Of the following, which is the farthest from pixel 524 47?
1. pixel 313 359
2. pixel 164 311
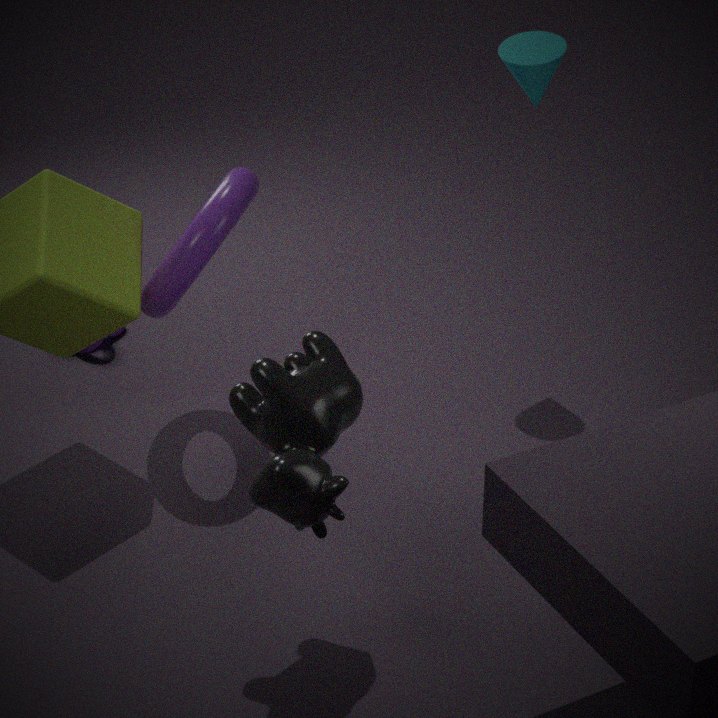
pixel 313 359
